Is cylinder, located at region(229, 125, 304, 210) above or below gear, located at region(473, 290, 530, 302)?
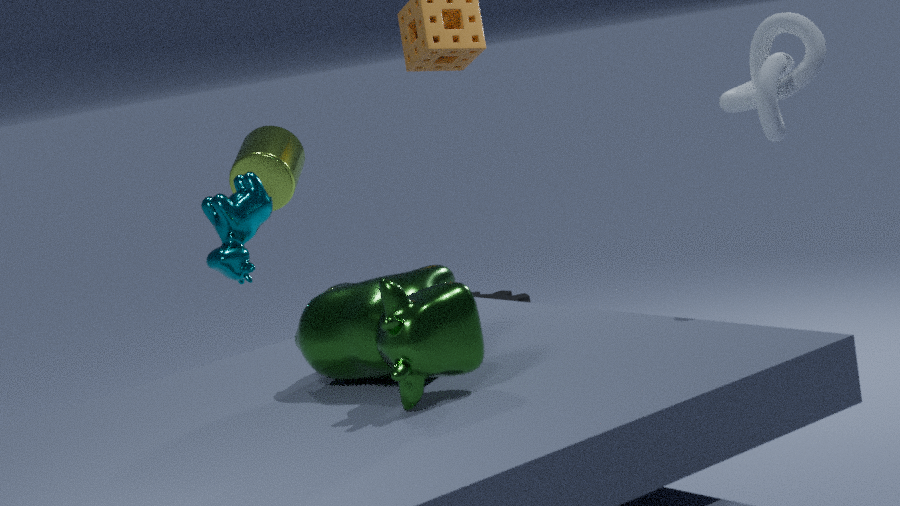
above
